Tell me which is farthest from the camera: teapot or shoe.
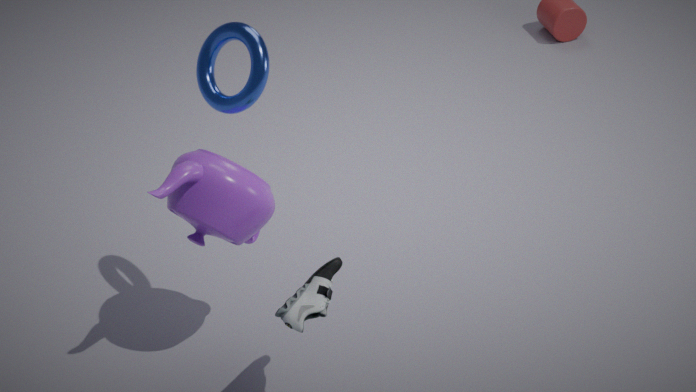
teapot
